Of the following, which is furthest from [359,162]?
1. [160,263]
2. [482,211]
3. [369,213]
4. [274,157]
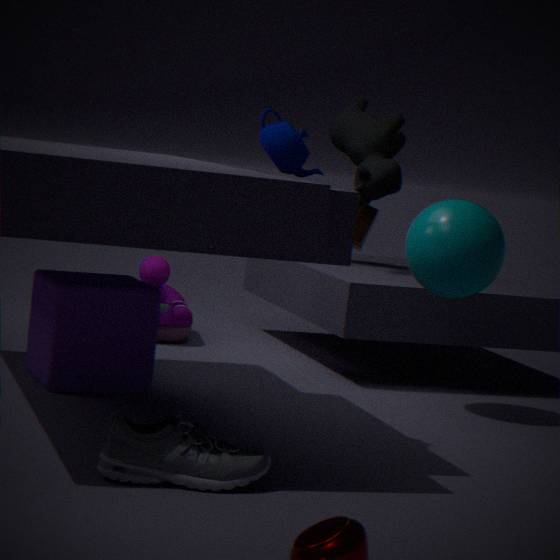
[274,157]
